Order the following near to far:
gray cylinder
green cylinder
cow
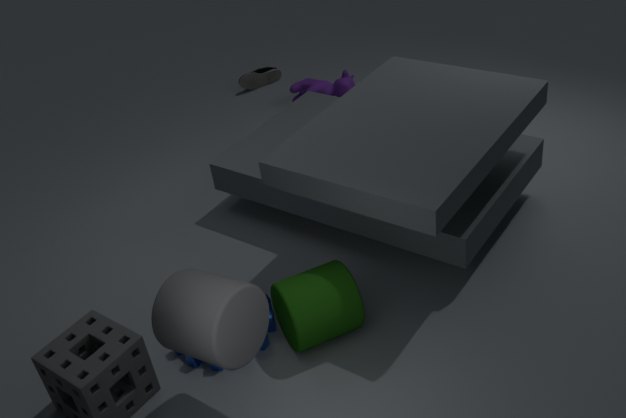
gray cylinder → green cylinder → cow
